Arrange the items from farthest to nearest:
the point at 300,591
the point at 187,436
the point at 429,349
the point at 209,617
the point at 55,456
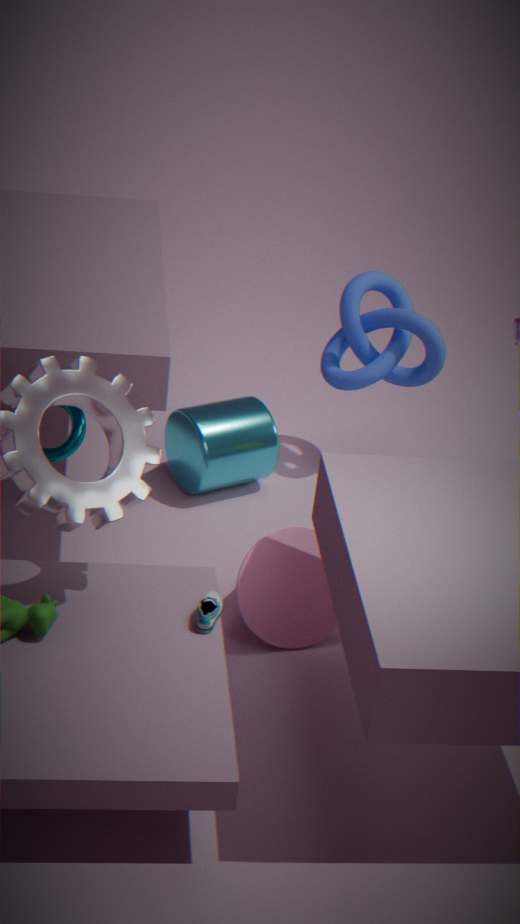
the point at 429,349
the point at 187,436
the point at 55,456
the point at 300,591
the point at 209,617
